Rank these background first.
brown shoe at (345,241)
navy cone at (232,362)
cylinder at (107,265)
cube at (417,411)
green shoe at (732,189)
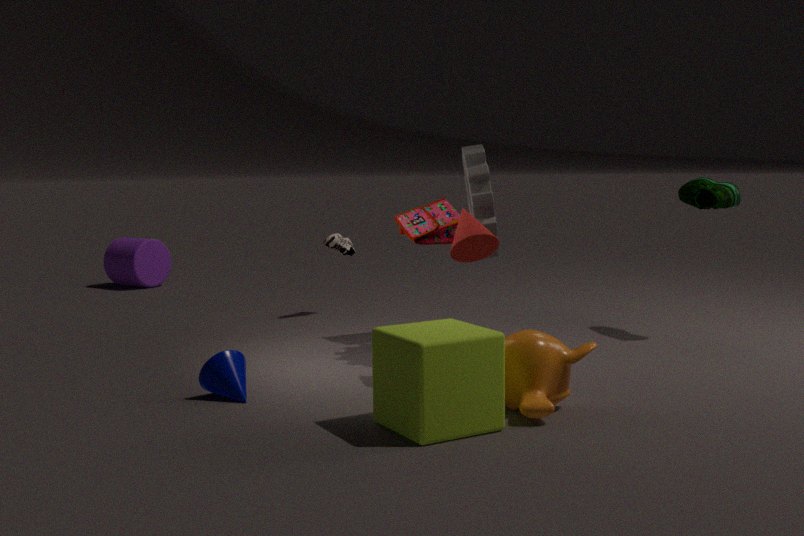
1. cylinder at (107,265)
2. brown shoe at (345,241)
3. green shoe at (732,189)
4. navy cone at (232,362)
5. cube at (417,411)
